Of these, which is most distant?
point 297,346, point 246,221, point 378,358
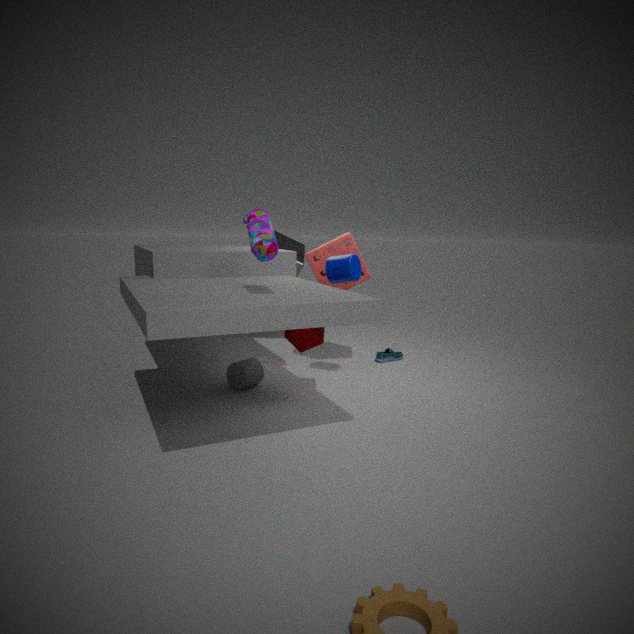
point 378,358
